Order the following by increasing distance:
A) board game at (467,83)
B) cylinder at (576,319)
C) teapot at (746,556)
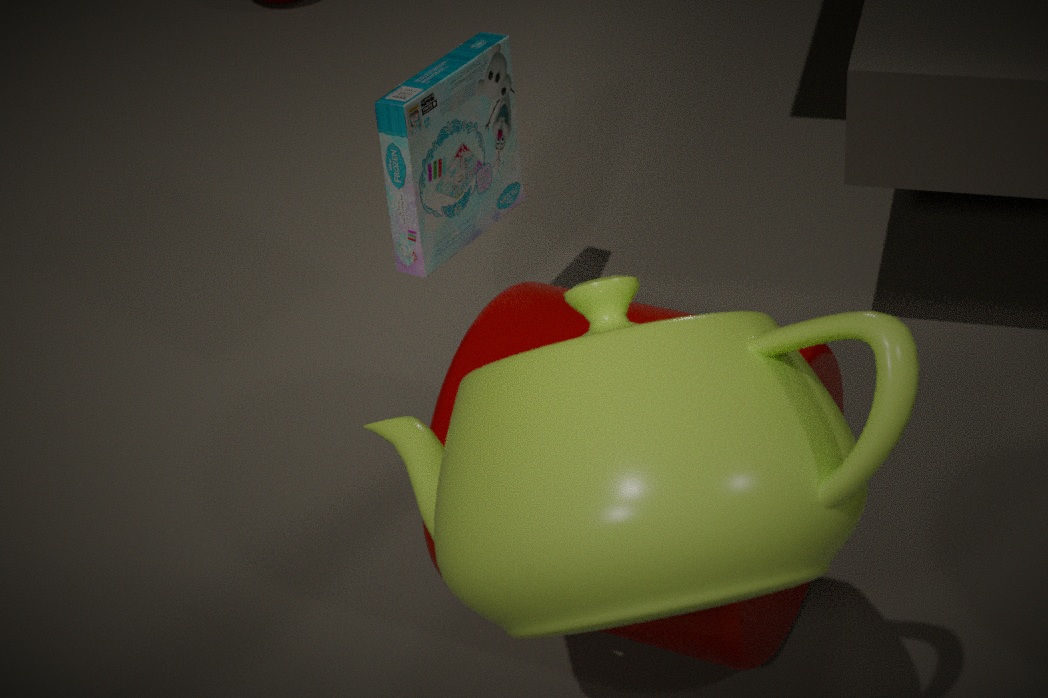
teapot at (746,556)
cylinder at (576,319)
board game at (467,83)
